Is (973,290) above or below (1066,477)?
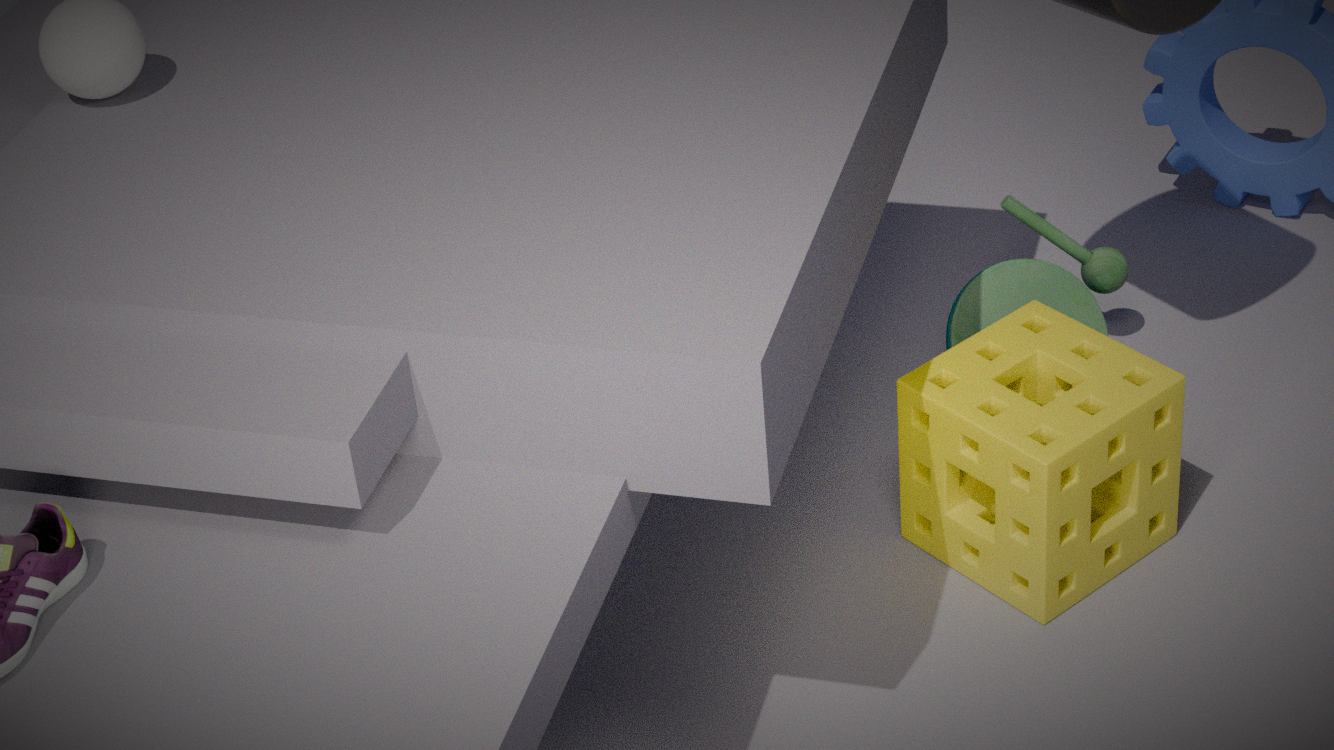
below
